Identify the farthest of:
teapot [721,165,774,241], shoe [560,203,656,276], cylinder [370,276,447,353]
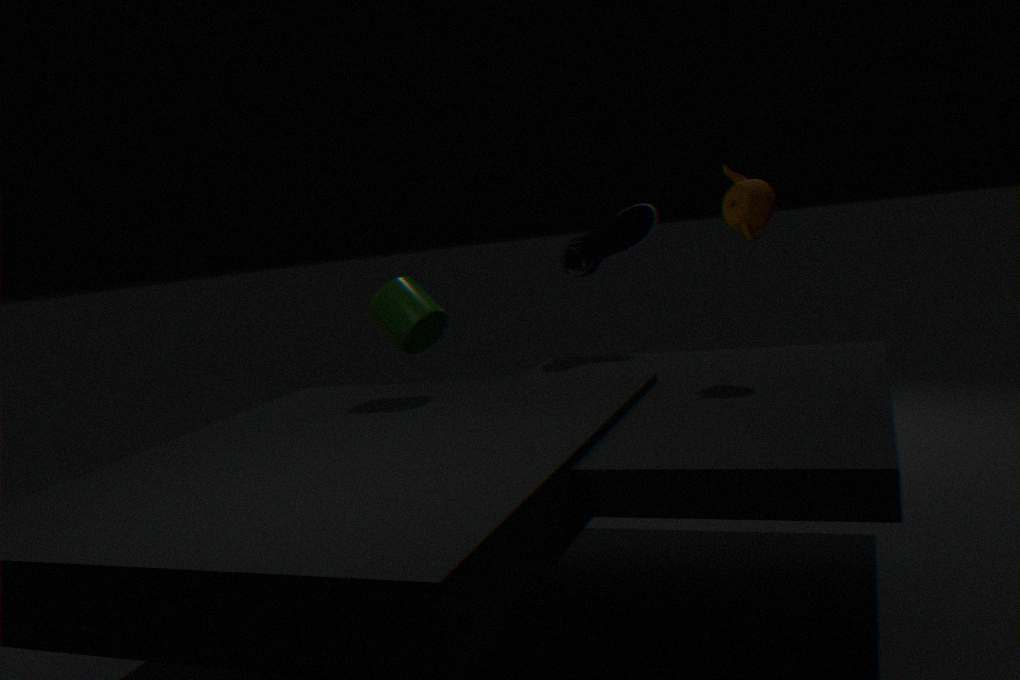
Answer: shoe [560,203,656,276]
